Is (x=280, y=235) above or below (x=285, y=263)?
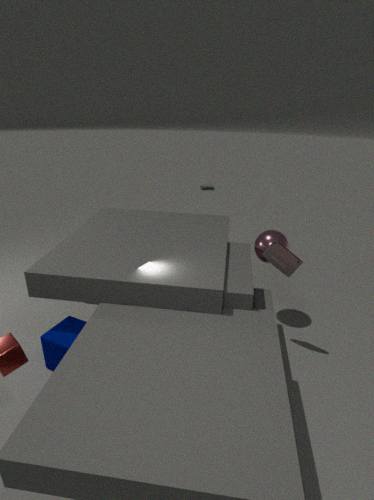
below
